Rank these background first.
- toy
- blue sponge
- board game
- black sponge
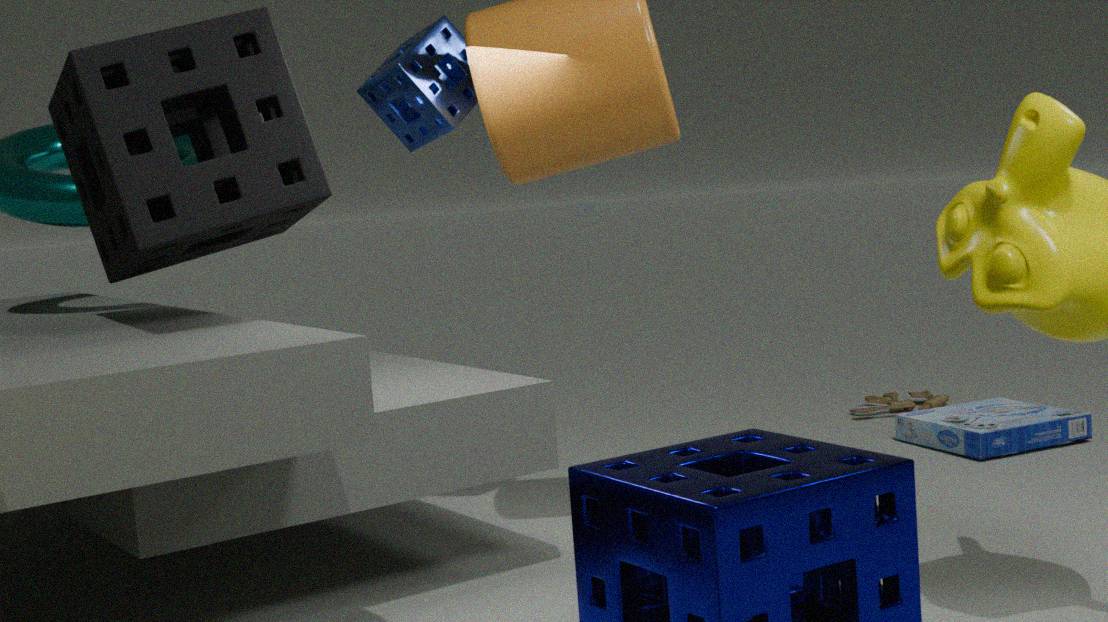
1. toy
2. board game
3. blue sponge
4. black sponge
